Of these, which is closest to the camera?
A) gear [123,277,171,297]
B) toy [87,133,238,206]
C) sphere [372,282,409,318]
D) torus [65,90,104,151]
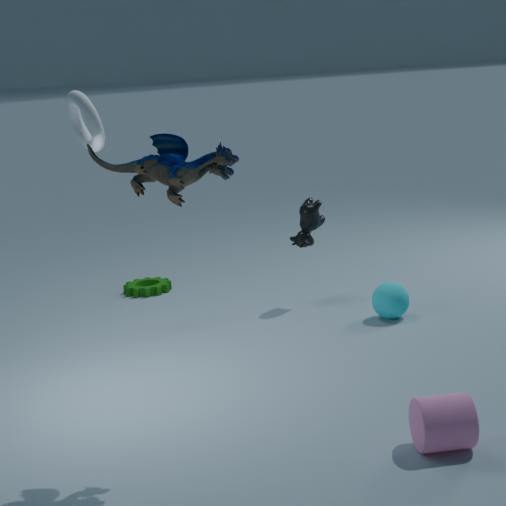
toy [87,133,238,206]
